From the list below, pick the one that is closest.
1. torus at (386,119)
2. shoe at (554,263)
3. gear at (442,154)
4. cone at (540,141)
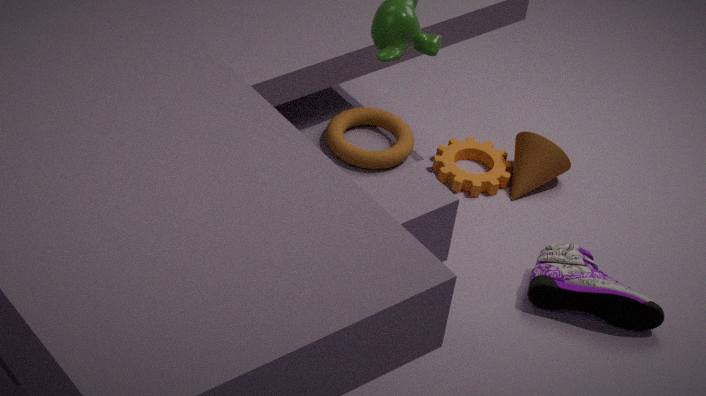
torus at (386,119)
